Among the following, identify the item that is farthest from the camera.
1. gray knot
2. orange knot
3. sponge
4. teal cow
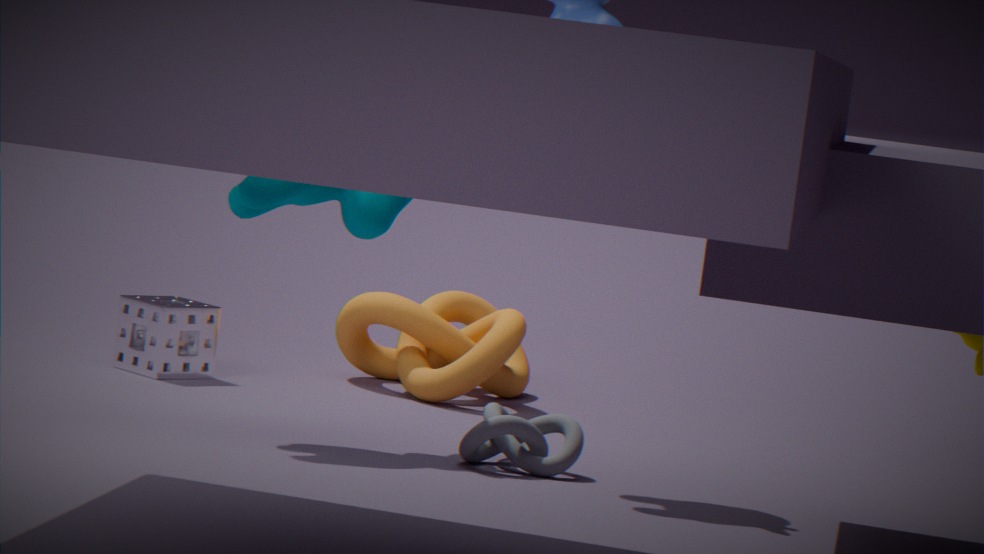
orange knot
